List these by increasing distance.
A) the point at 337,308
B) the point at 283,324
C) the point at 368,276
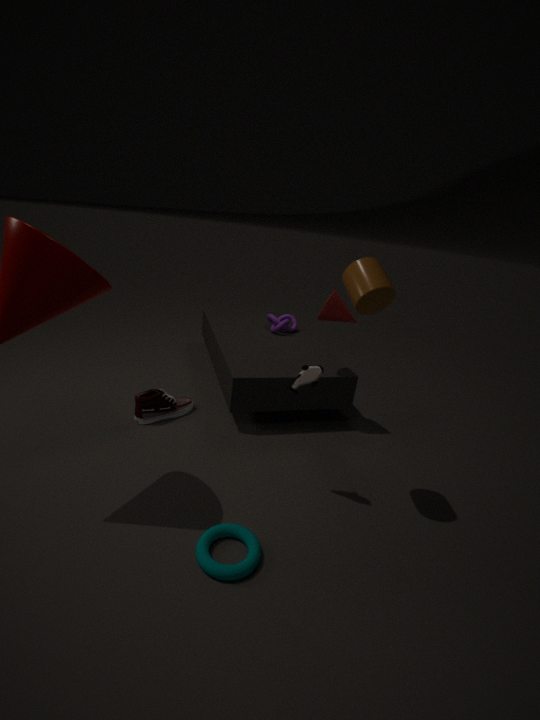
the point at 368,276 → the point at 337,308 → the point at 283,324
